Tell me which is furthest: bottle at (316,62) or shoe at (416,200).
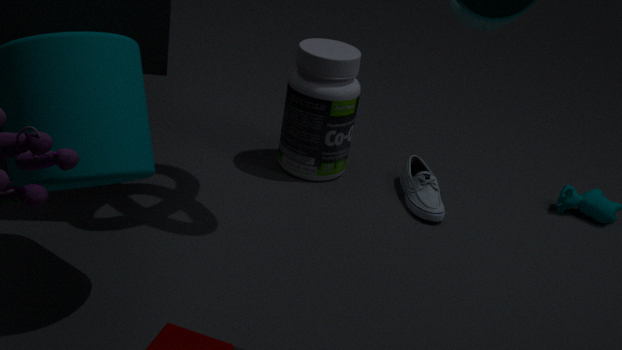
shoe at (416,200)
